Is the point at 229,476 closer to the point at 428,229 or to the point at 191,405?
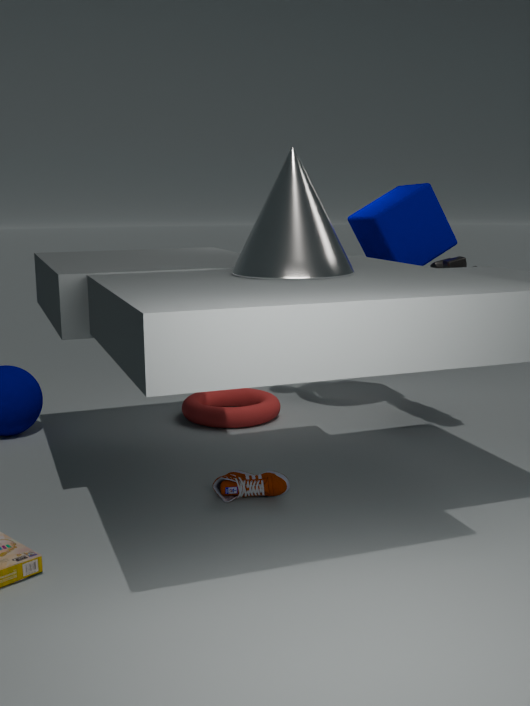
the point at 191,405
